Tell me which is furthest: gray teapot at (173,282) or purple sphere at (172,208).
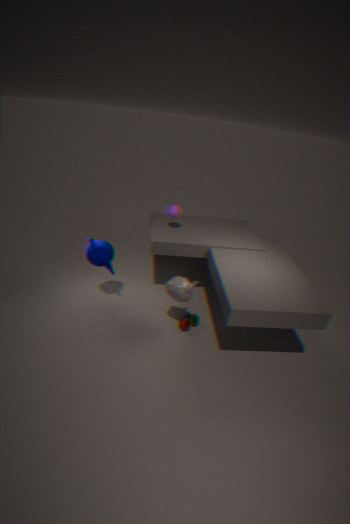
purple sphere at (172,208)
